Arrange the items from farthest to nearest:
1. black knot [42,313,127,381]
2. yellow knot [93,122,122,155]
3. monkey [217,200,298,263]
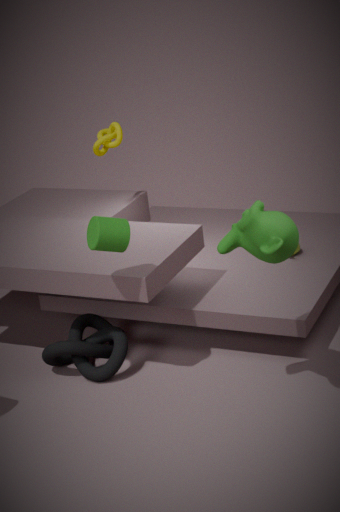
yellow knot [93,122,122,155]
black knot [42,313,127,381]
monkey [217,200,298,263]
